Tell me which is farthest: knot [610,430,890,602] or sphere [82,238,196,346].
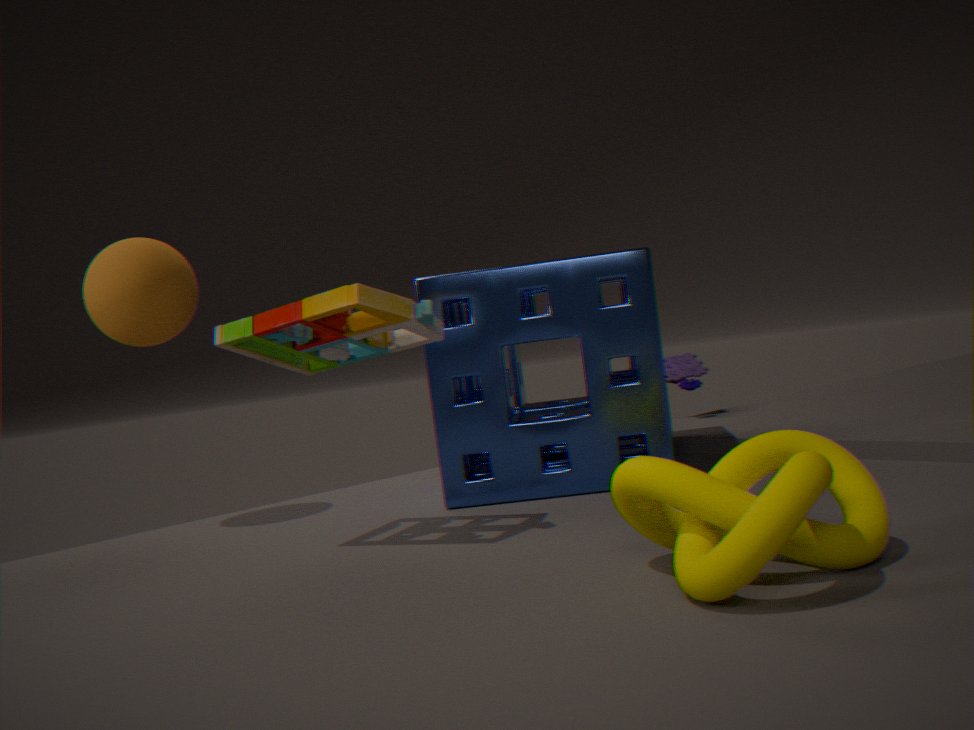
sphere [82,238,196,346]
